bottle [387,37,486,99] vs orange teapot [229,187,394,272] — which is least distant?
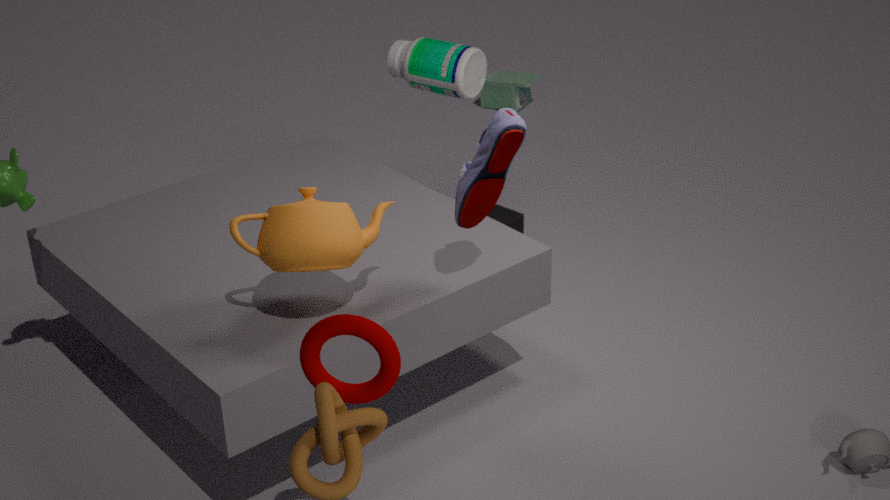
orange teapot [229,187,394,272]
